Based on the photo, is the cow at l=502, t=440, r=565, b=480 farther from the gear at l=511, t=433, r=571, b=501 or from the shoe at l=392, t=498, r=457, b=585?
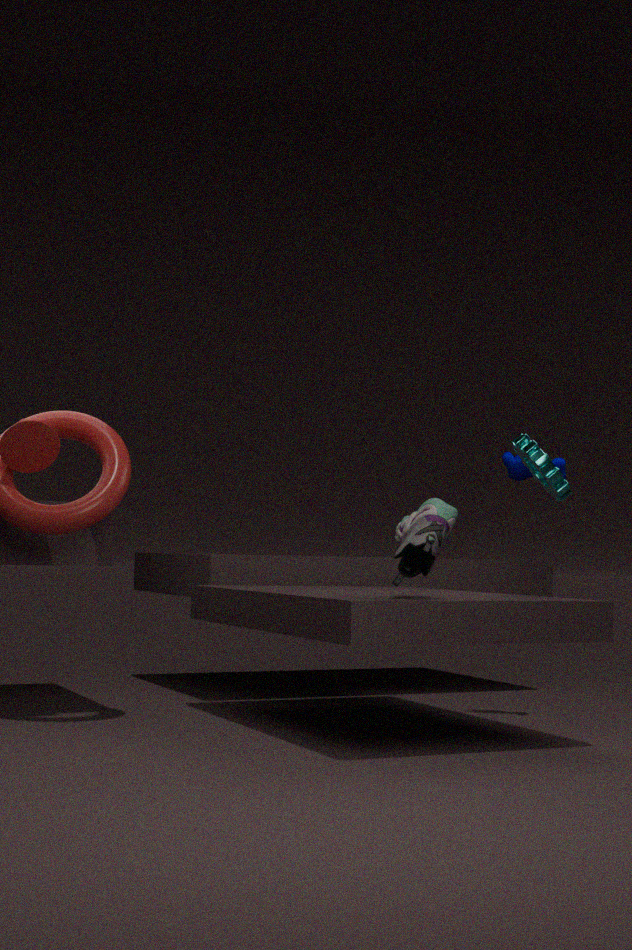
the shoe at l=392, t=498, r=457, b=585
